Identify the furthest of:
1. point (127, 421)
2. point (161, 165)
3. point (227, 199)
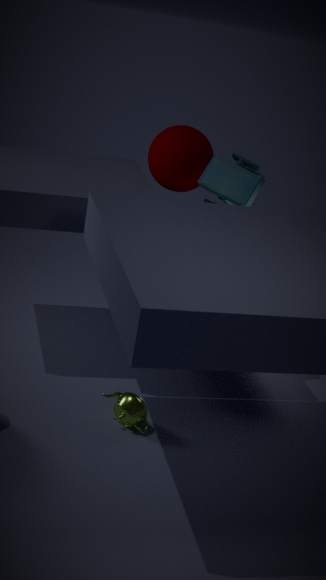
point (161, 165)
